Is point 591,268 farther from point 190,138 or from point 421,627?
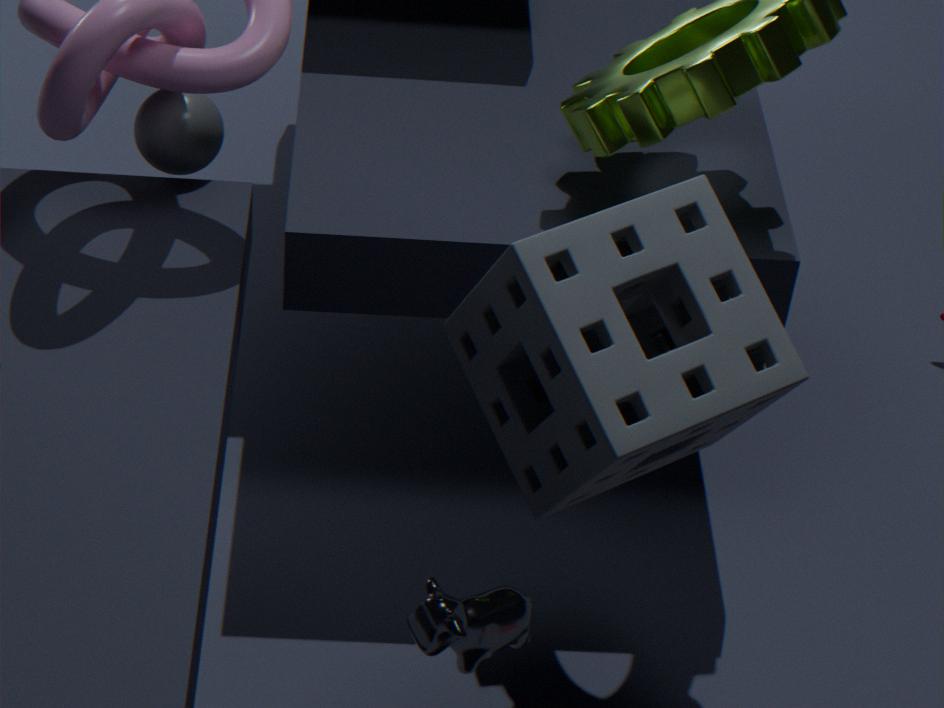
point 190,138
